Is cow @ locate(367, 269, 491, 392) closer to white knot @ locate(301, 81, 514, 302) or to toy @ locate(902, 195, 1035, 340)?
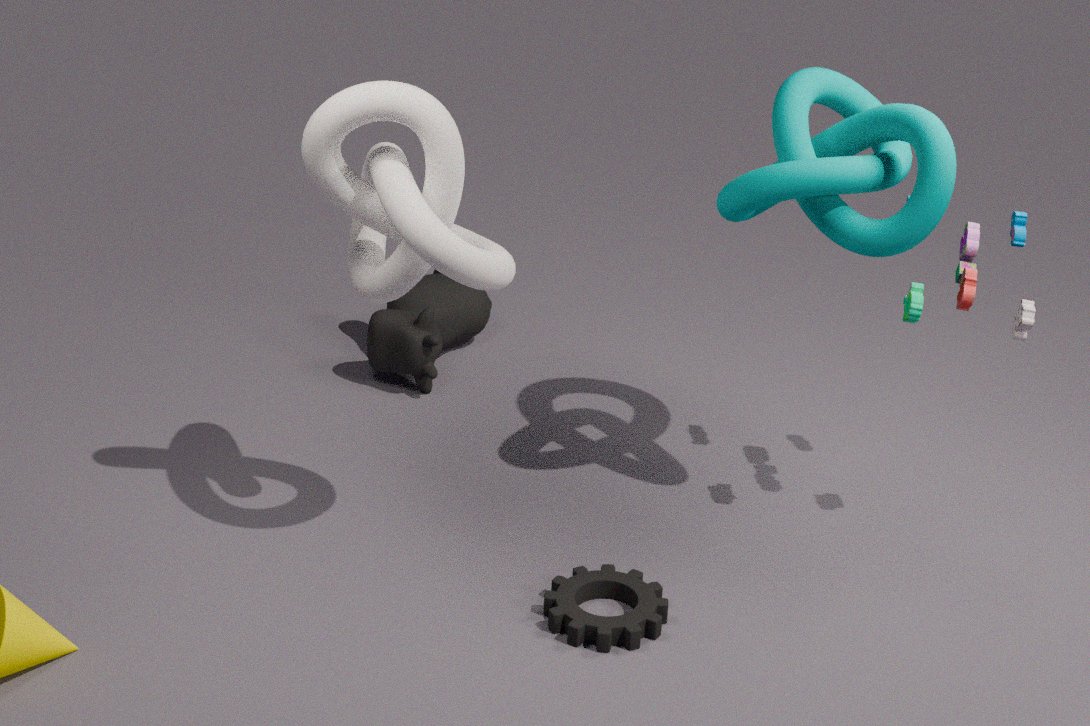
white knot @ locate(301, 81, 514, 302)
